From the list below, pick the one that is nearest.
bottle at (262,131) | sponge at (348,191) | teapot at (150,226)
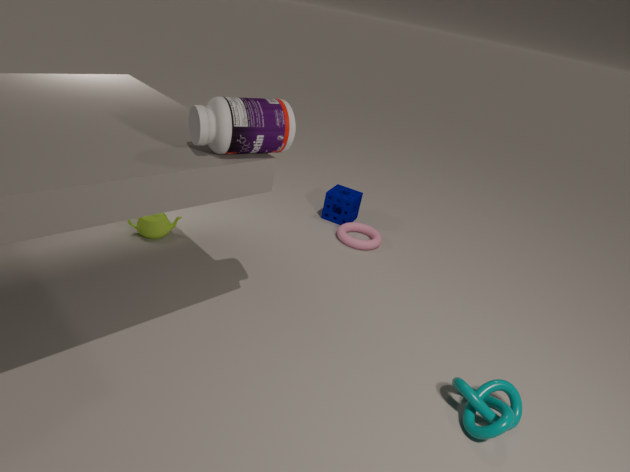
bottle at (262,131)
